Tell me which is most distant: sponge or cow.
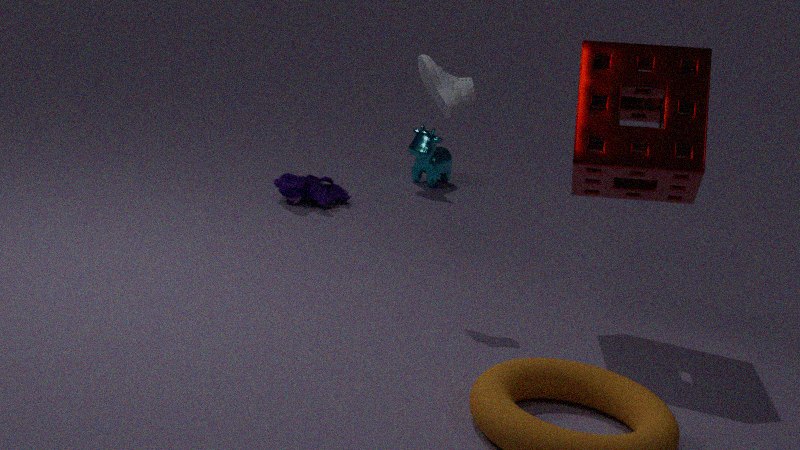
cow
